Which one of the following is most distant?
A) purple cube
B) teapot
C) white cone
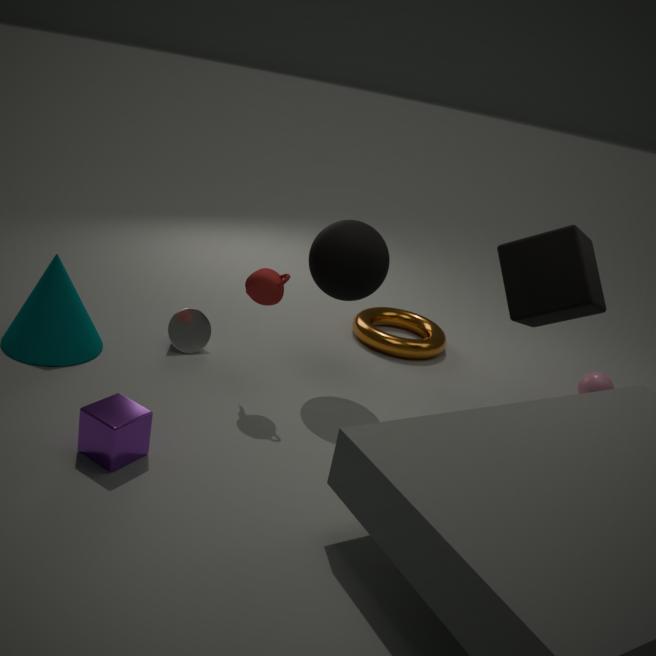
white cone
